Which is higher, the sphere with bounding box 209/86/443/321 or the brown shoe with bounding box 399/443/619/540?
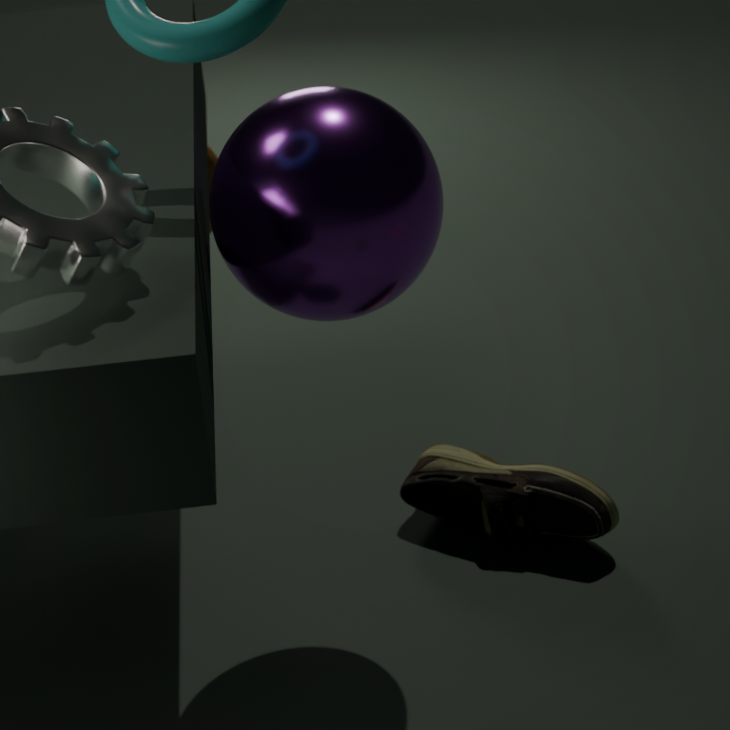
the sphere with bounding box 209/86/443/321
